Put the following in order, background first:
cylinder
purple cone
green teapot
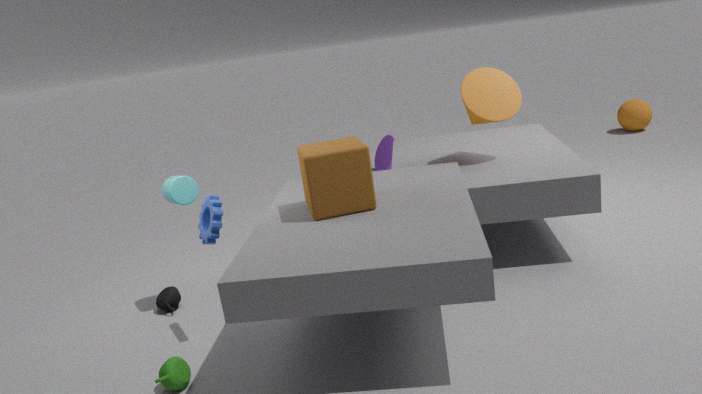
purple cone < cylinder < green teapot
